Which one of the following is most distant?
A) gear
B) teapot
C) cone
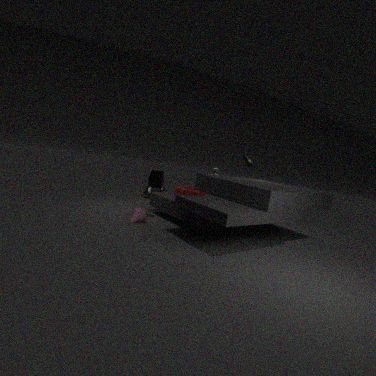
teapot
